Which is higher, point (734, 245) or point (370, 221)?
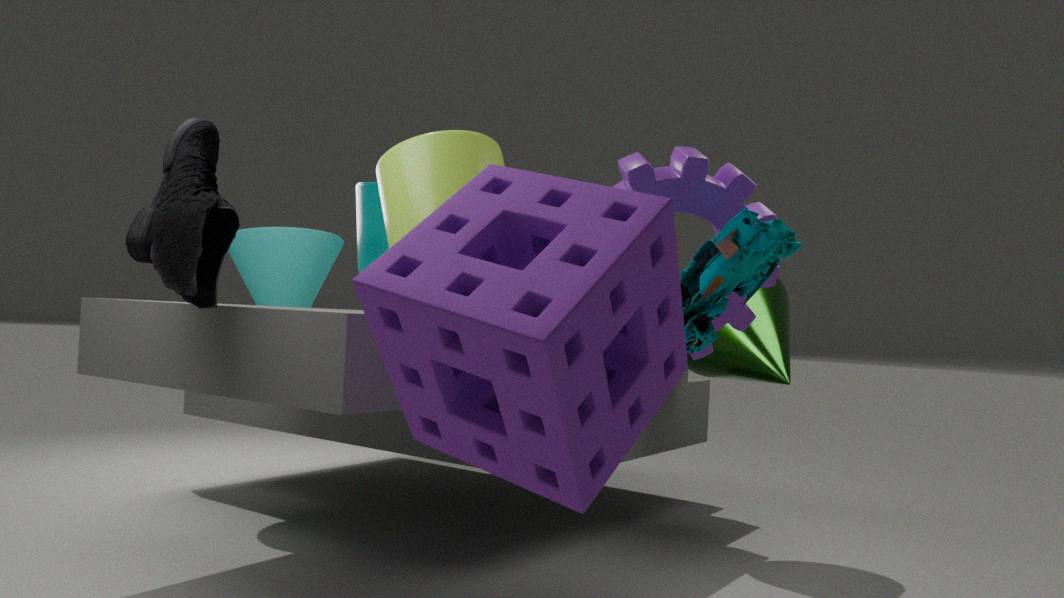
point (370, 221)
